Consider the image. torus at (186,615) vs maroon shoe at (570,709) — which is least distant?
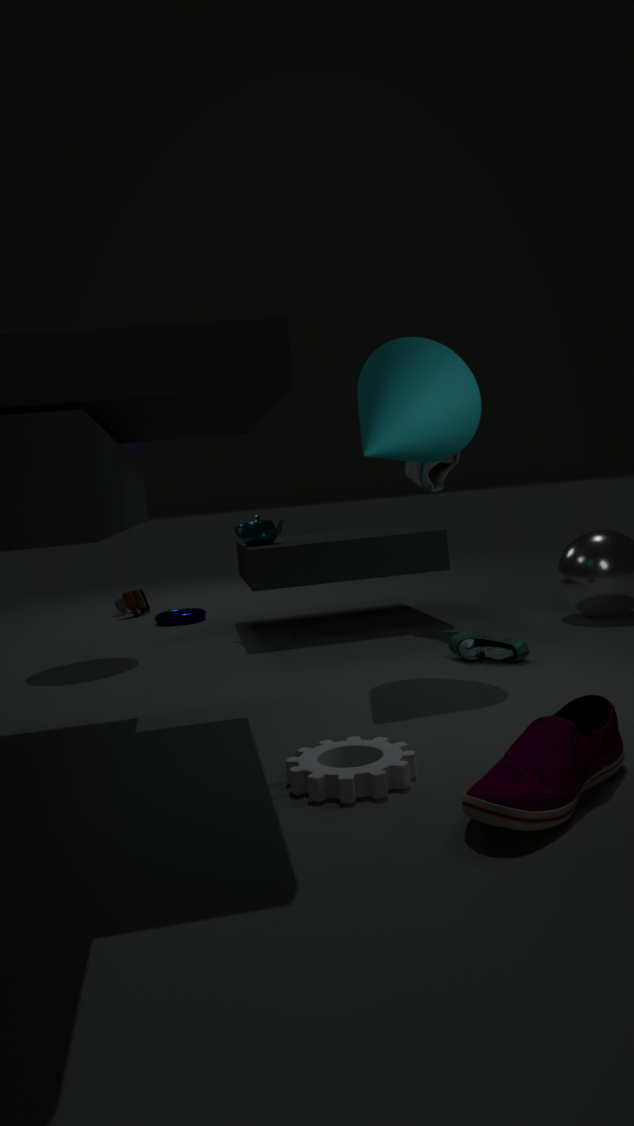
maroon shoe at (570,709)
